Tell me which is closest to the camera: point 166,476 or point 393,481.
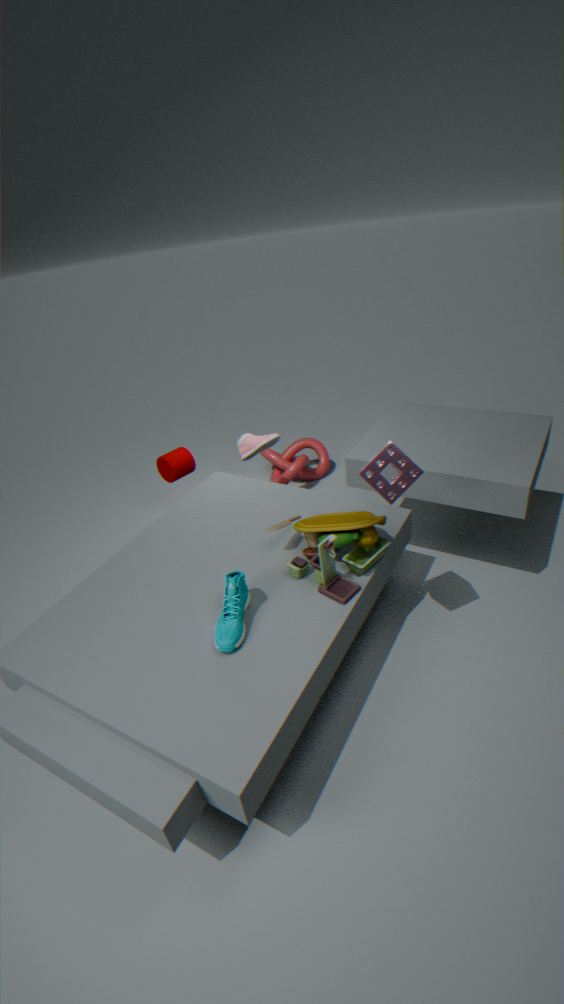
point 393,481
